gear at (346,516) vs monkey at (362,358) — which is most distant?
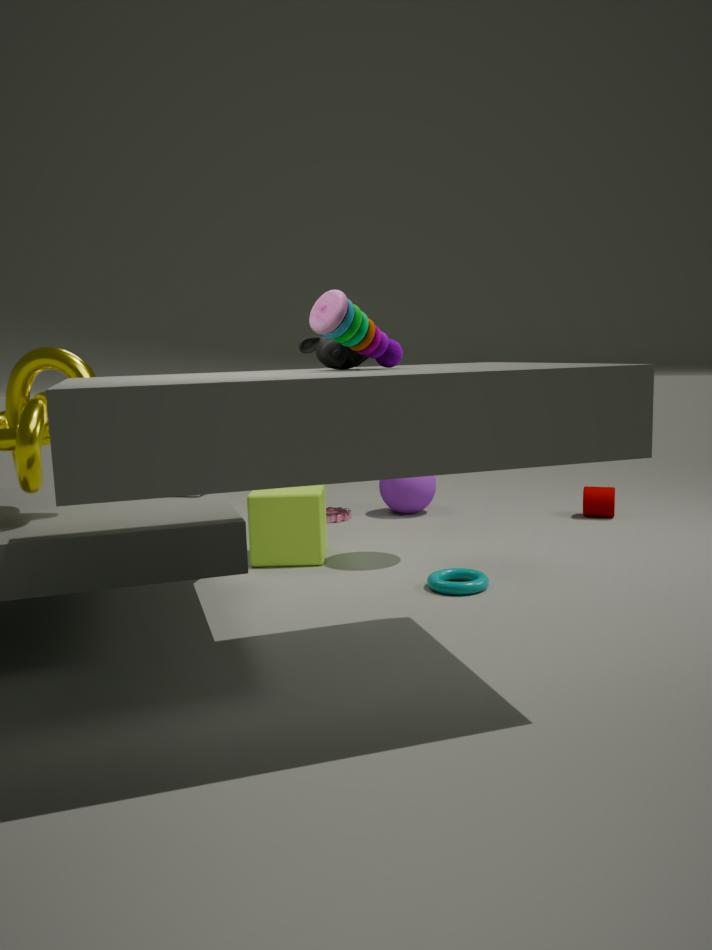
gear at (346,516)
